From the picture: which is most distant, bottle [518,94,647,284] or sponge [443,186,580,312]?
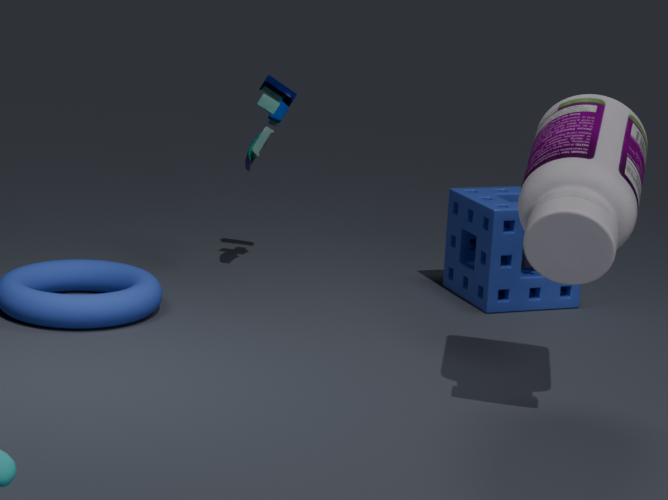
sponge [443,186,580,312]
